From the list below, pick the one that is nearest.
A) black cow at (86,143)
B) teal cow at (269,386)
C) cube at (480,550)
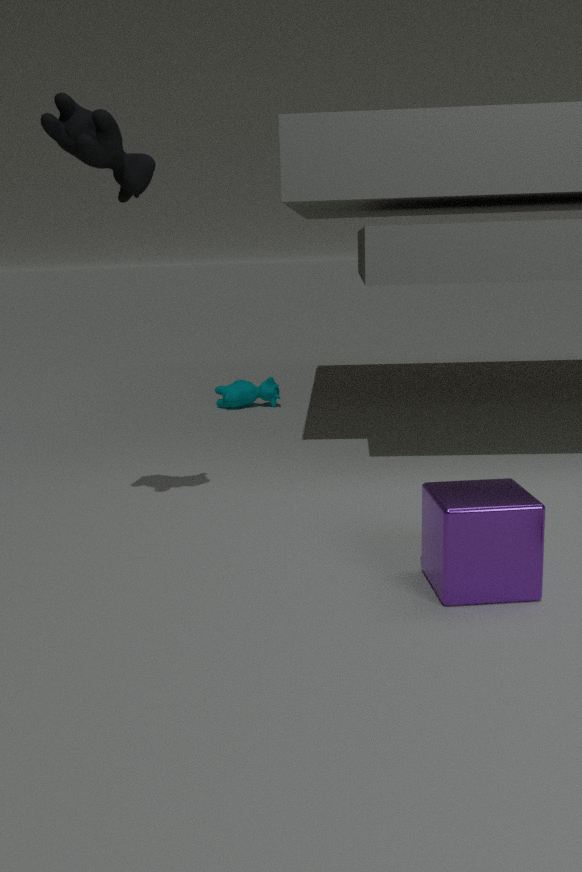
cube at (480,550)
